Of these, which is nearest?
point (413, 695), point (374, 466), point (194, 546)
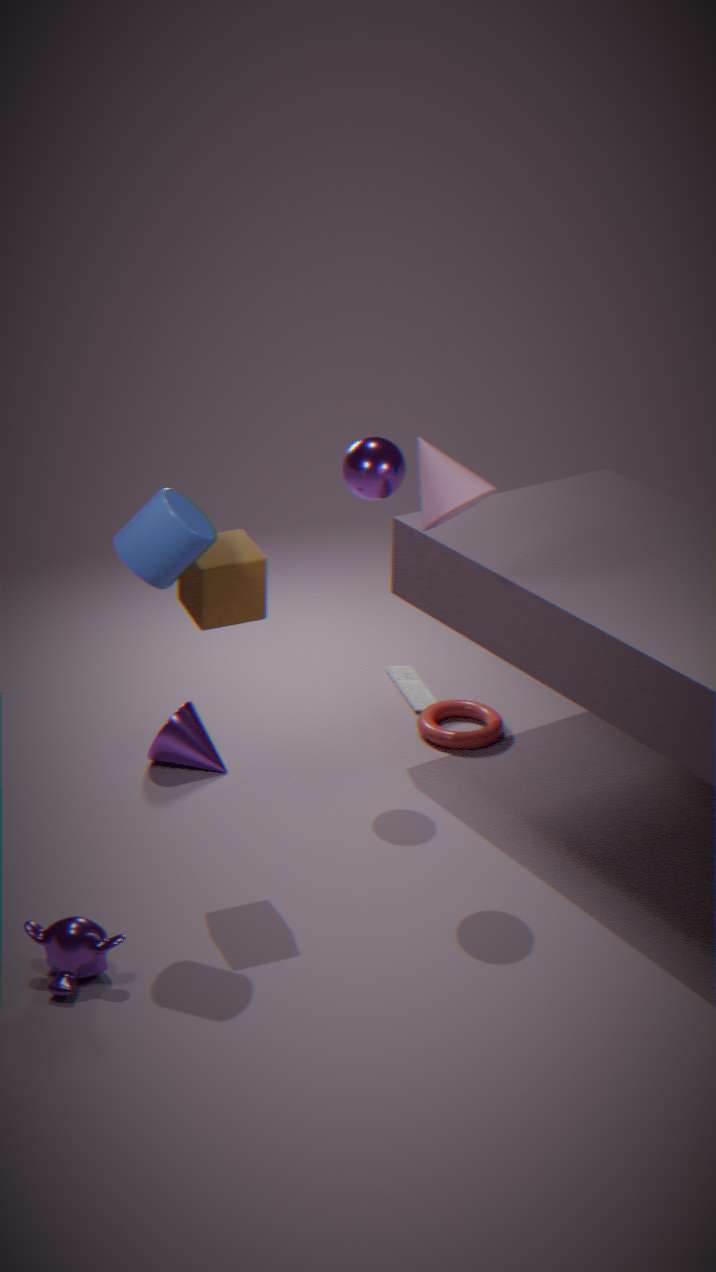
point (194, 546)
